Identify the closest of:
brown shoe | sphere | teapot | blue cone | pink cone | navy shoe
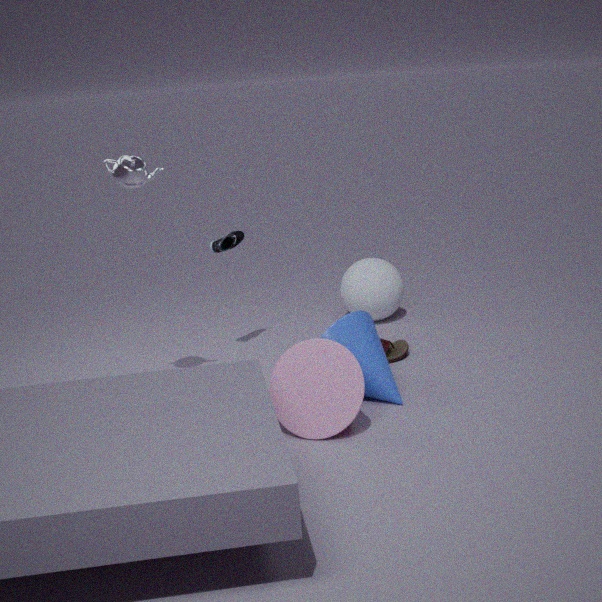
pink cone
